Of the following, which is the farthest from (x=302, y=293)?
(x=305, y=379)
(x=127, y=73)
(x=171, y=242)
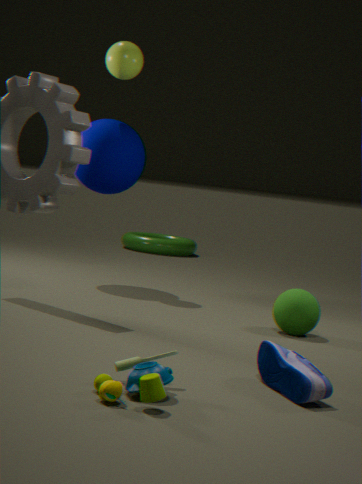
(x=171, y=242)
